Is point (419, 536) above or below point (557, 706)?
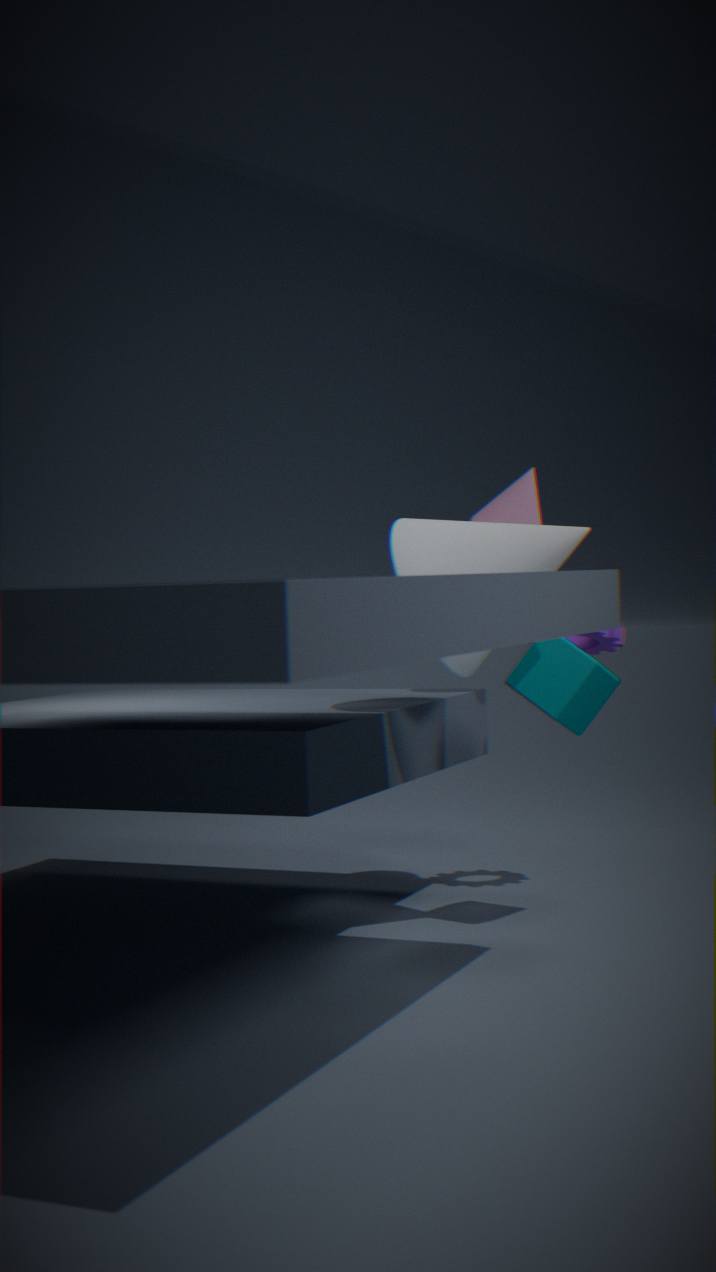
above
